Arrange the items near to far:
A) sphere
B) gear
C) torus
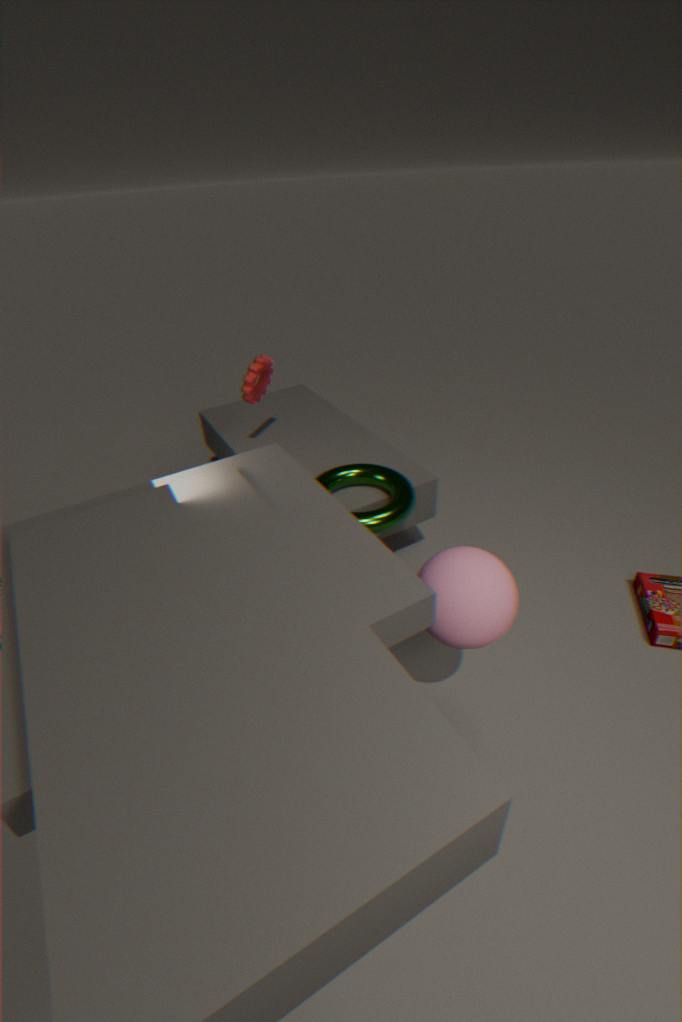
sphere → torus → gear
